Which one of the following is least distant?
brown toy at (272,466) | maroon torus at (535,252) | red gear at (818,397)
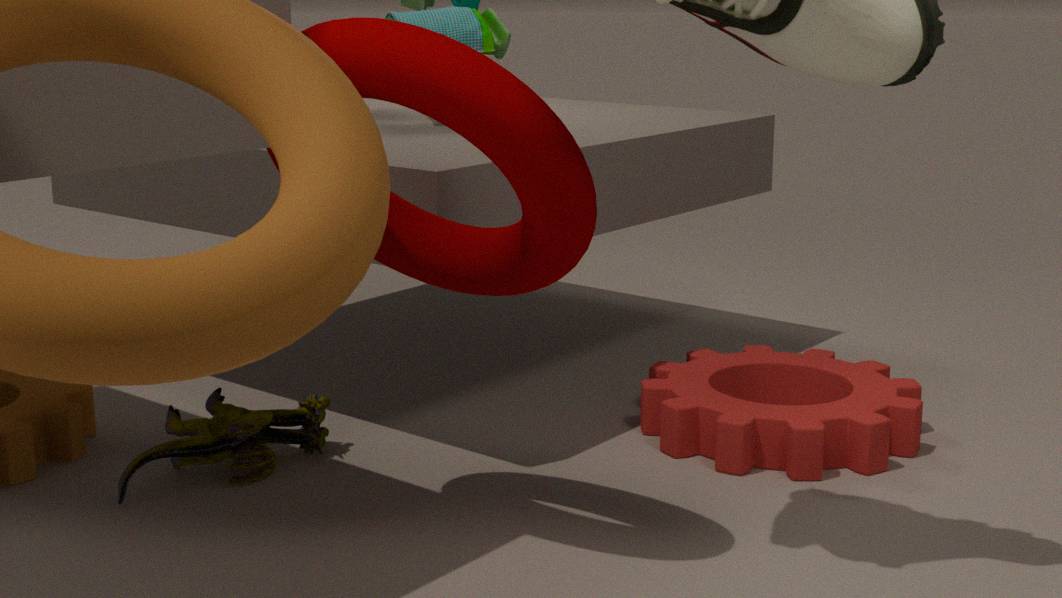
maroon torus at (535,252)
